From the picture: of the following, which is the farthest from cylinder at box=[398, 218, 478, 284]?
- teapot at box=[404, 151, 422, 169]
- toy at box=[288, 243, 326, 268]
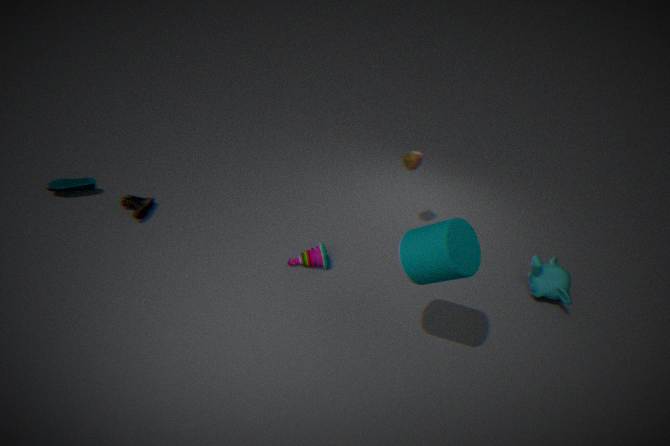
teapot at box=[404, 151, 422, 169]
